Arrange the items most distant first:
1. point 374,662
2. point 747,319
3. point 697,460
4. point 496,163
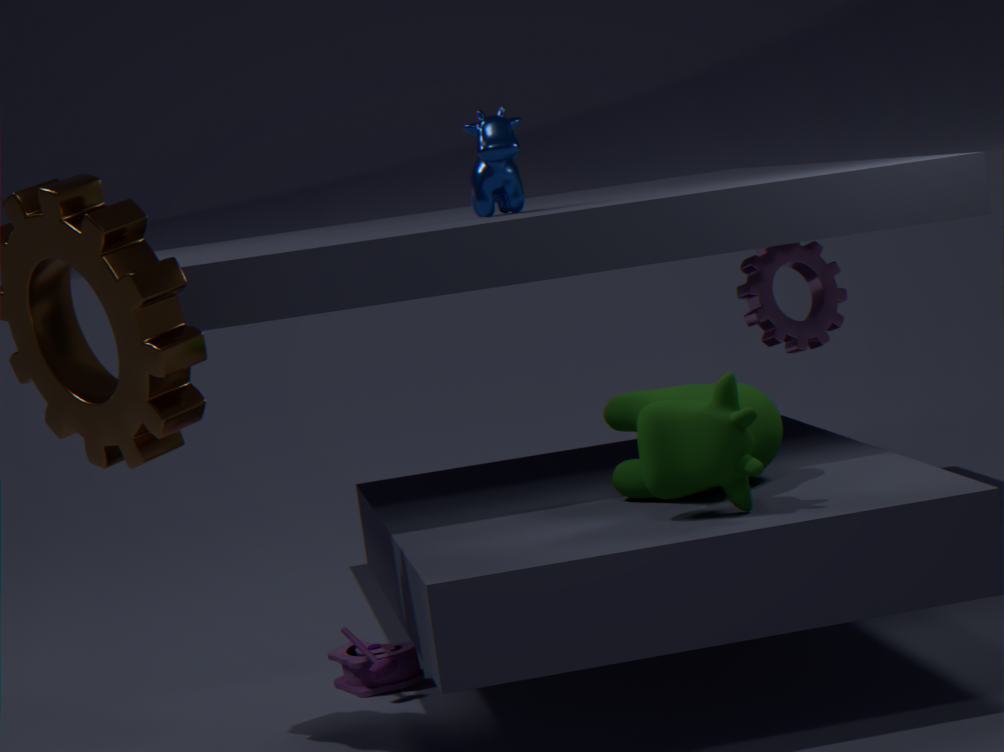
point 747,319 < point 496,163 < point 374,662 < point 697,460
